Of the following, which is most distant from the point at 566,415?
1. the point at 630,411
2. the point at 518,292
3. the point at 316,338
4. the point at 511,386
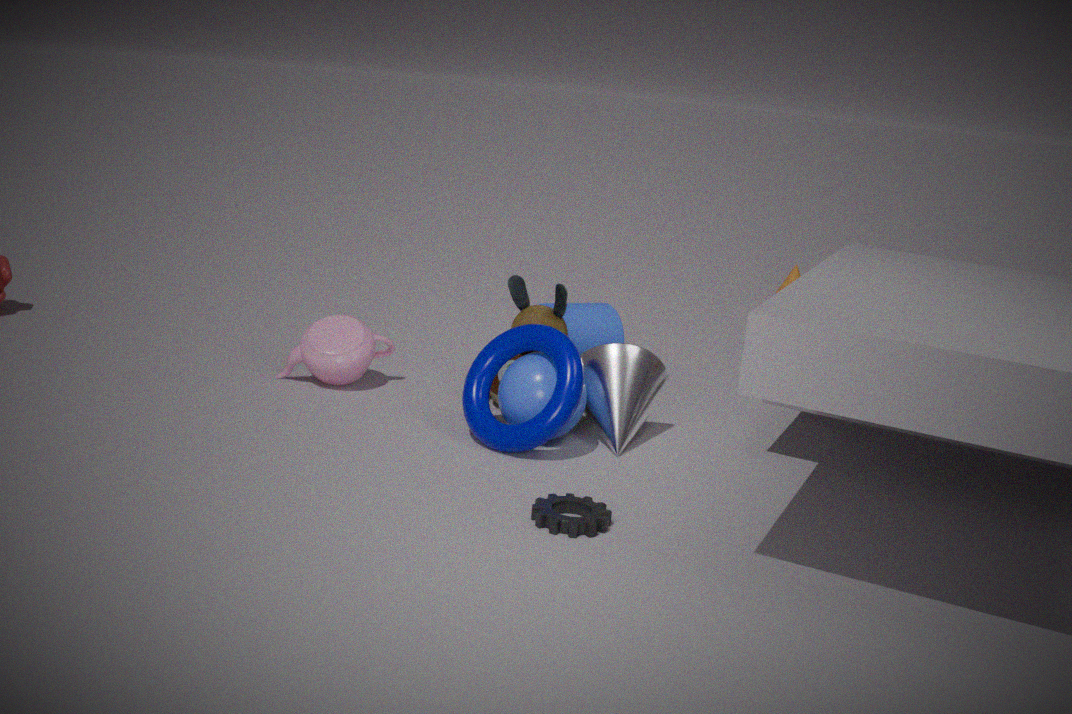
the point at 316,338
